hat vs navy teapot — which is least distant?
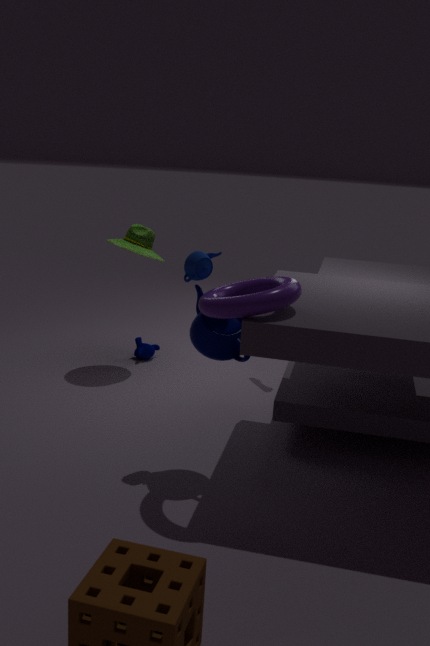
navy teapot
